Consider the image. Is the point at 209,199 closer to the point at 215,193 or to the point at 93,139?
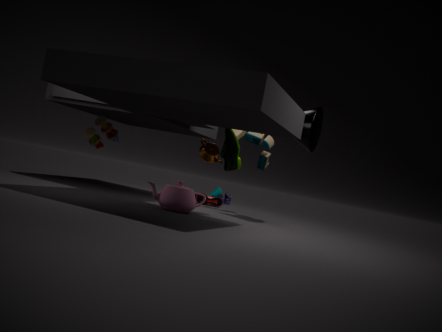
the point at 93,139
